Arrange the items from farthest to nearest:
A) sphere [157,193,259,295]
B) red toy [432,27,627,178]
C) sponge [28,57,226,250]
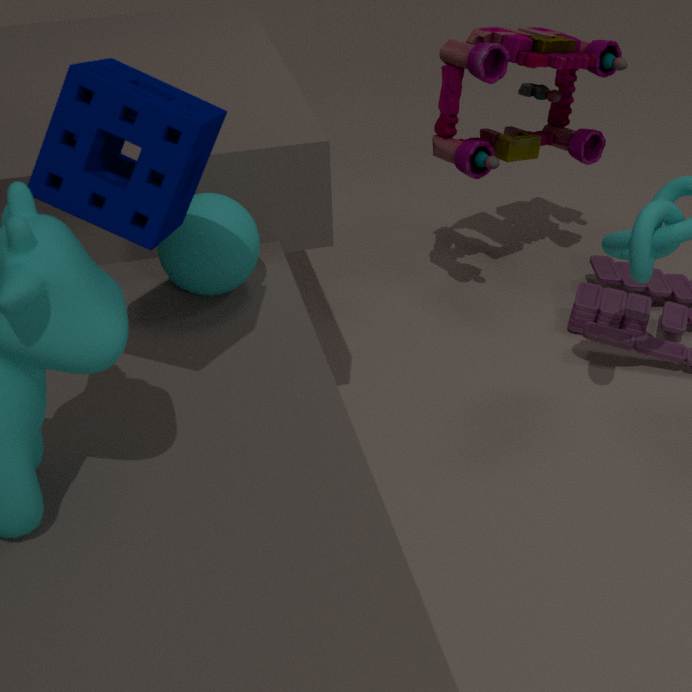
red toy [432,27,627,178], sphere [157,193,259,295], sponge [28,57,226,250]
